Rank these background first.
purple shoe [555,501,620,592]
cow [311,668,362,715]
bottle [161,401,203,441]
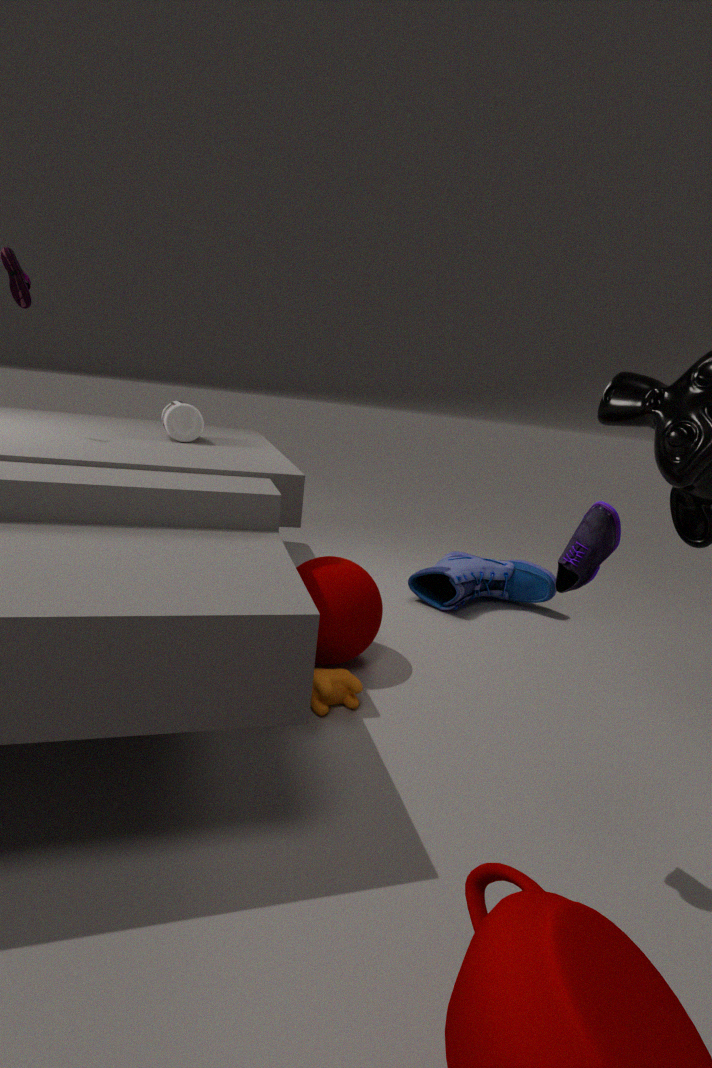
bottle [161,401,203,441], cow [311,668,362,715], purple shoe [555,501,620,592]
